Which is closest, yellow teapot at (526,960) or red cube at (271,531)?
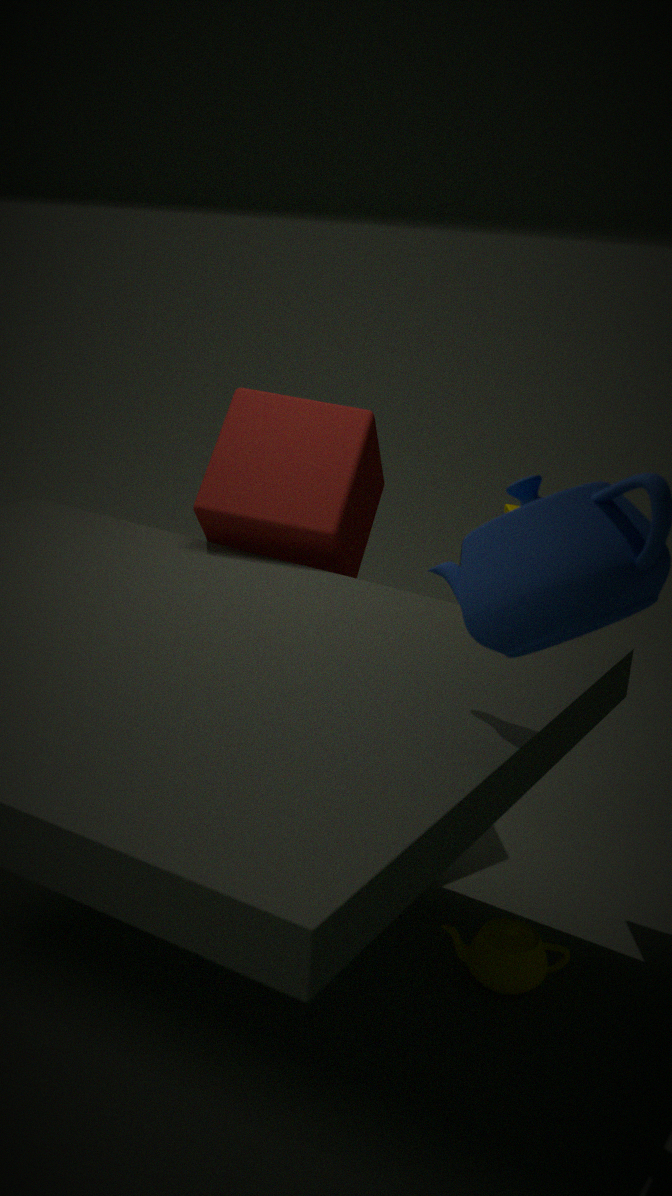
yellow teapot at (526,960)
